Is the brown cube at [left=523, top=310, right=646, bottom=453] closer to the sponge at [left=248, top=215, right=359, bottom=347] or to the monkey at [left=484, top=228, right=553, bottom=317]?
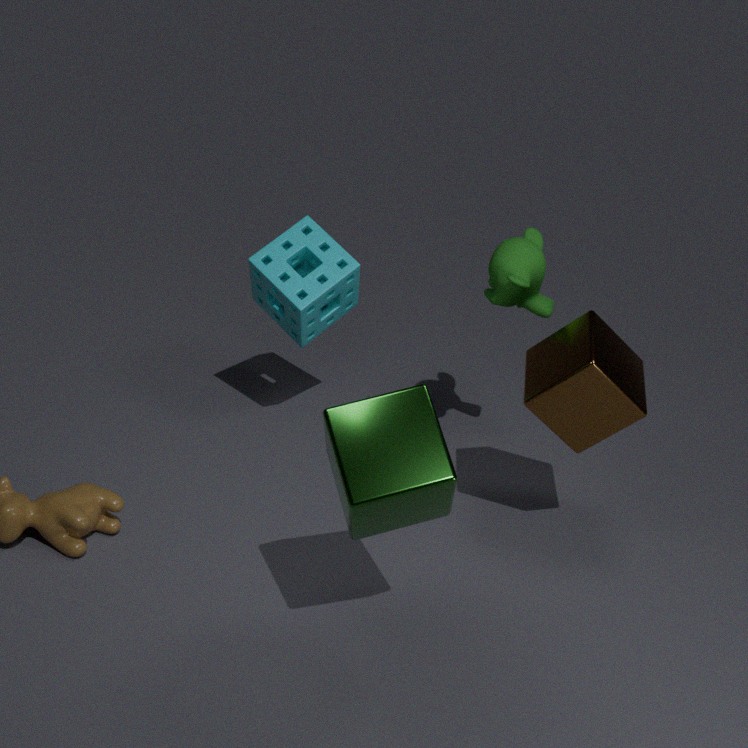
the monkey at [left=484, top=228, right=553, bottom=317]
